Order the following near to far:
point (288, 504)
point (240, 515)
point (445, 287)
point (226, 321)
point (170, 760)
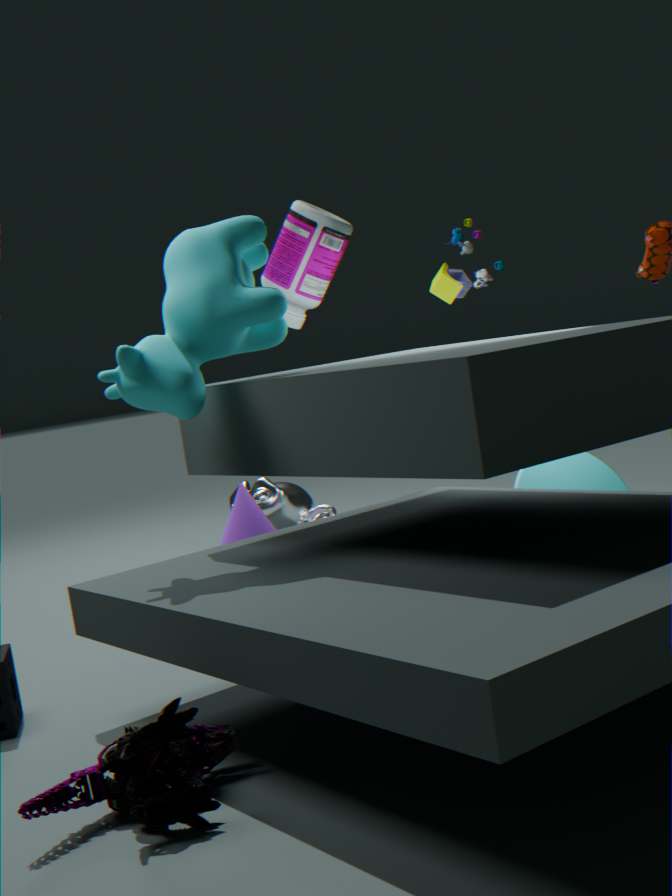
1. point (170, 760)
2. point (226, 321)
3. point (240, 515)
4. point (445, 287)
5. point (288, 504)
